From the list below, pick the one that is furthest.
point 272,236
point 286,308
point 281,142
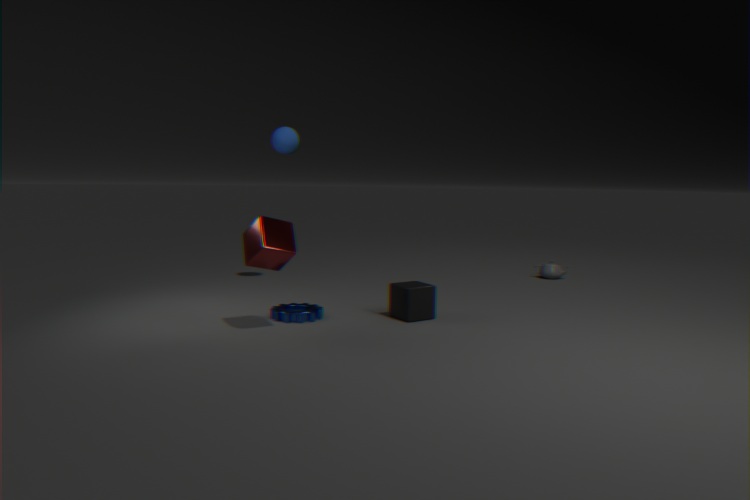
point 281,142
